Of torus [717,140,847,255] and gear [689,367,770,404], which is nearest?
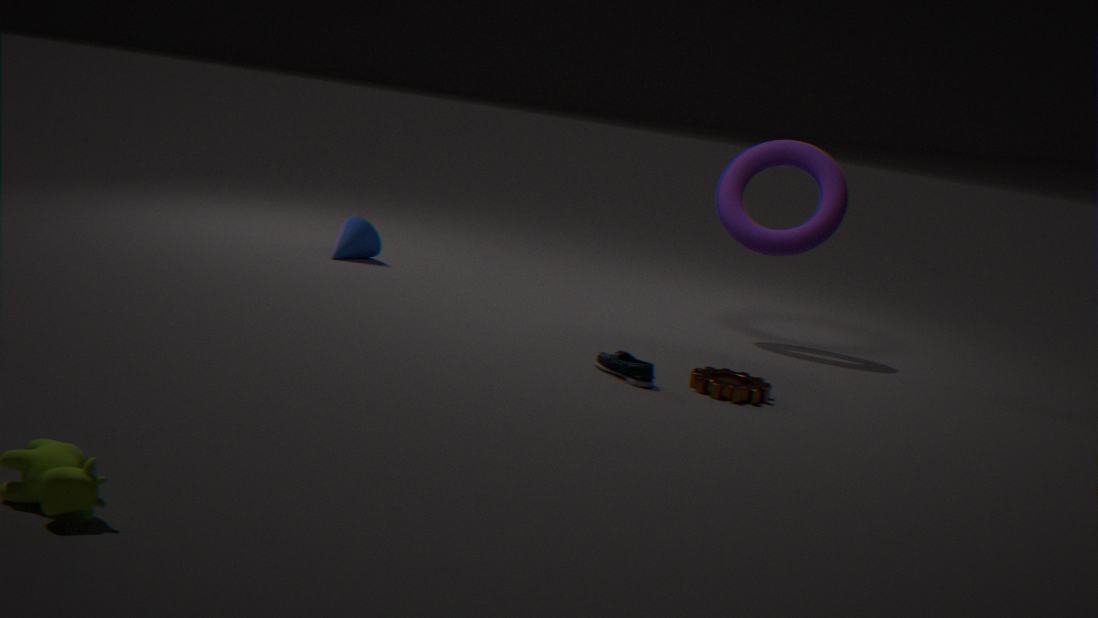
gear [689,367,770,404]
